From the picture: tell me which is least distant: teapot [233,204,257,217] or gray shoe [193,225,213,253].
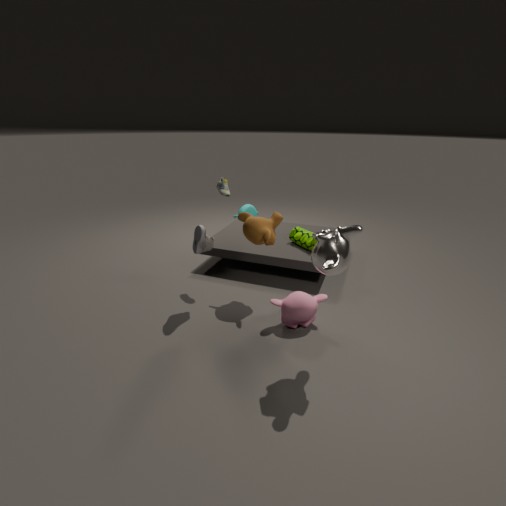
gray shoe [193,225,213,253]
